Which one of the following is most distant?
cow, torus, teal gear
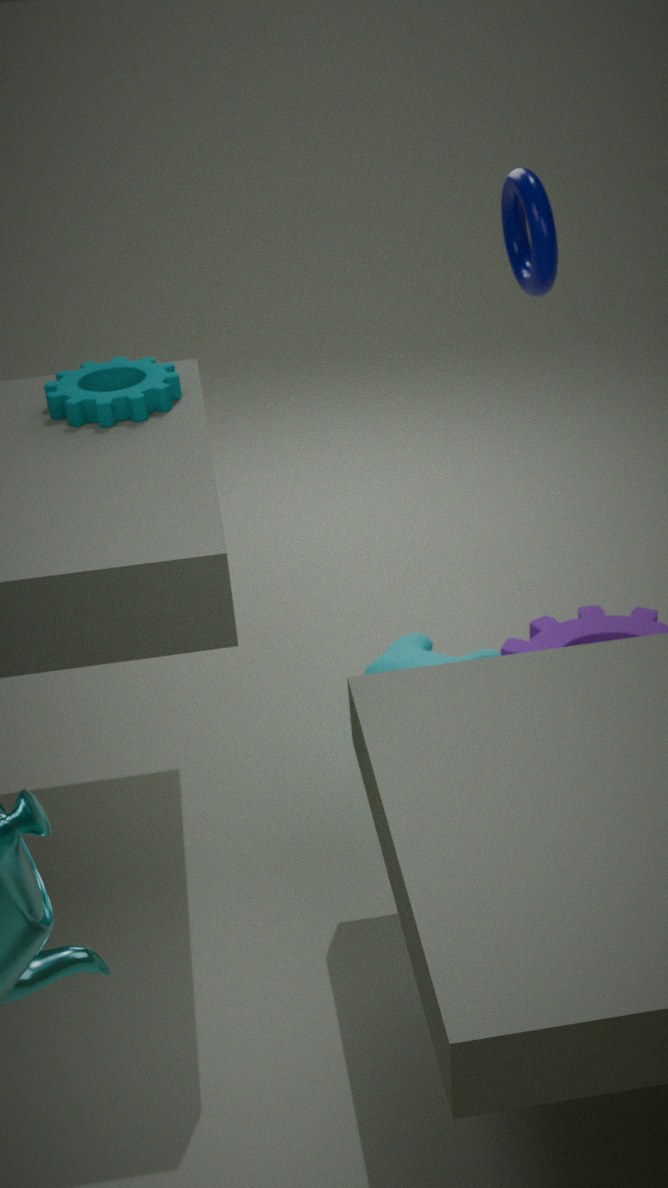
cow
